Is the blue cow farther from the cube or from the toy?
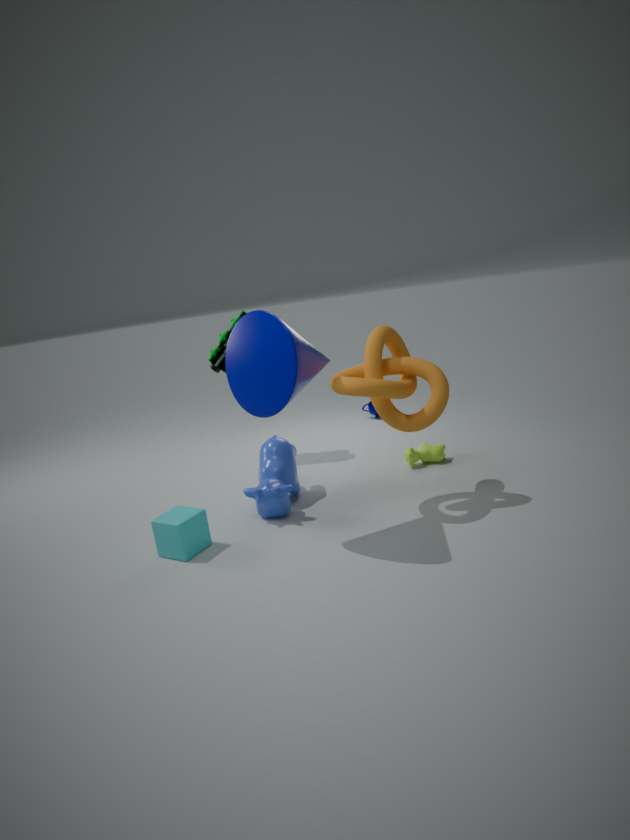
the toy
